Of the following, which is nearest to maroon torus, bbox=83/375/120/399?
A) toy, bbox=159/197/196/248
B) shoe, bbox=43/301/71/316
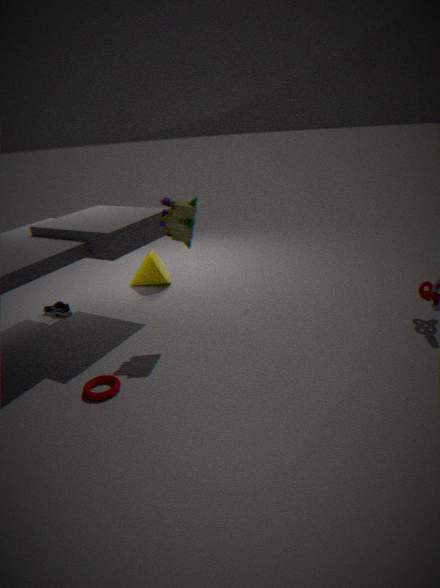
toy, bbox=159/197/196/248
